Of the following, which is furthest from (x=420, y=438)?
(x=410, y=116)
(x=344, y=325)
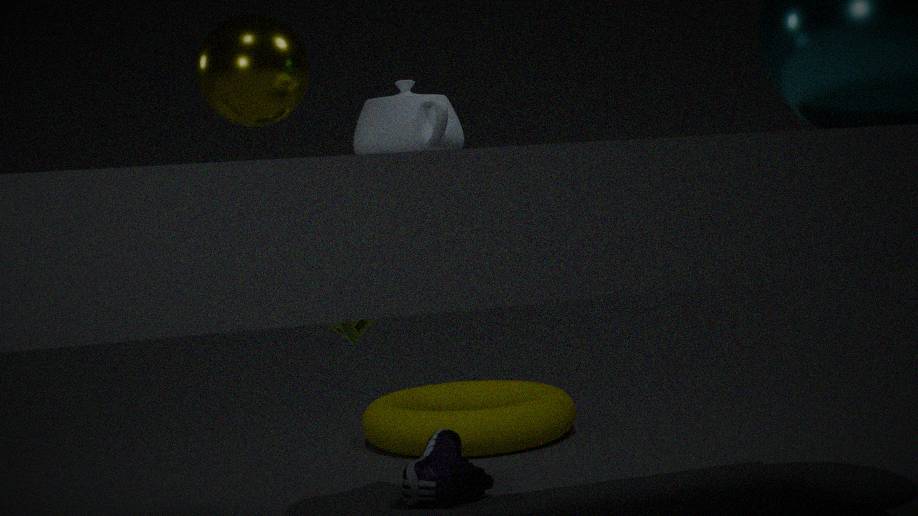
(x=410, y=116)
